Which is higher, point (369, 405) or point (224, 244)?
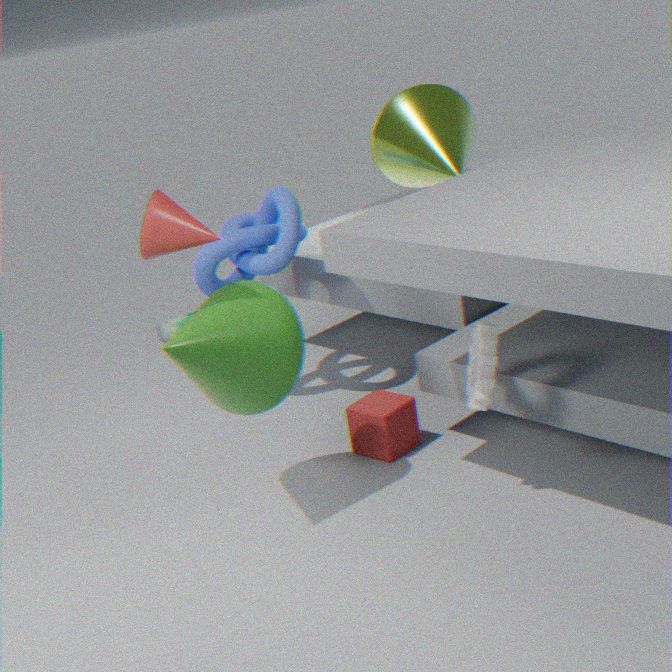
point (224, 244)
